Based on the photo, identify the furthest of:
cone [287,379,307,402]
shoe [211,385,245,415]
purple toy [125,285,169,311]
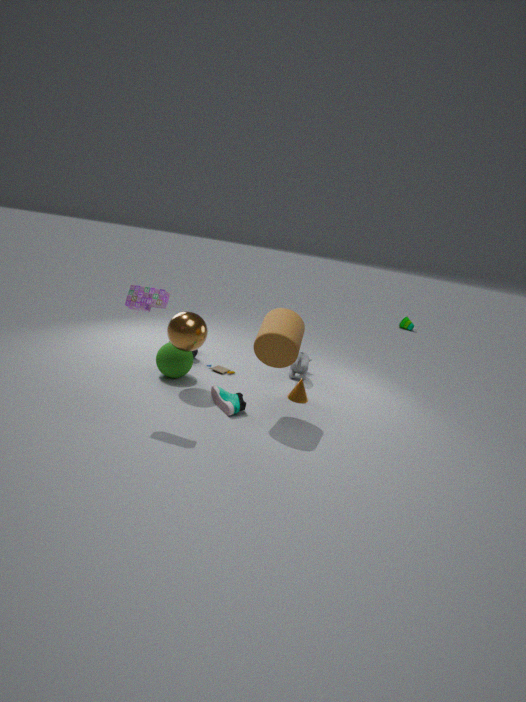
cone [287,379,307,402]
